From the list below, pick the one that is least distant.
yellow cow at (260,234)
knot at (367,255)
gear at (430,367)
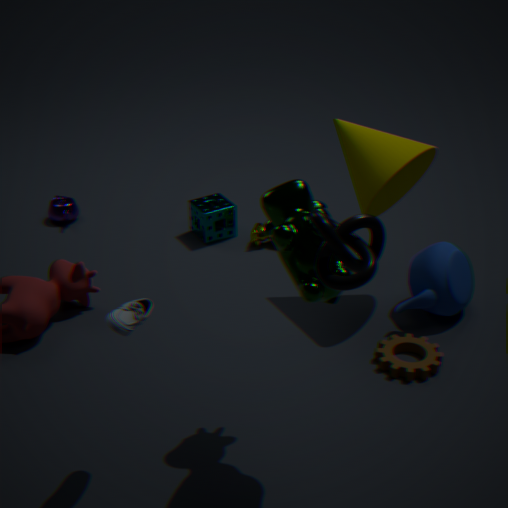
knot at (367,255)
